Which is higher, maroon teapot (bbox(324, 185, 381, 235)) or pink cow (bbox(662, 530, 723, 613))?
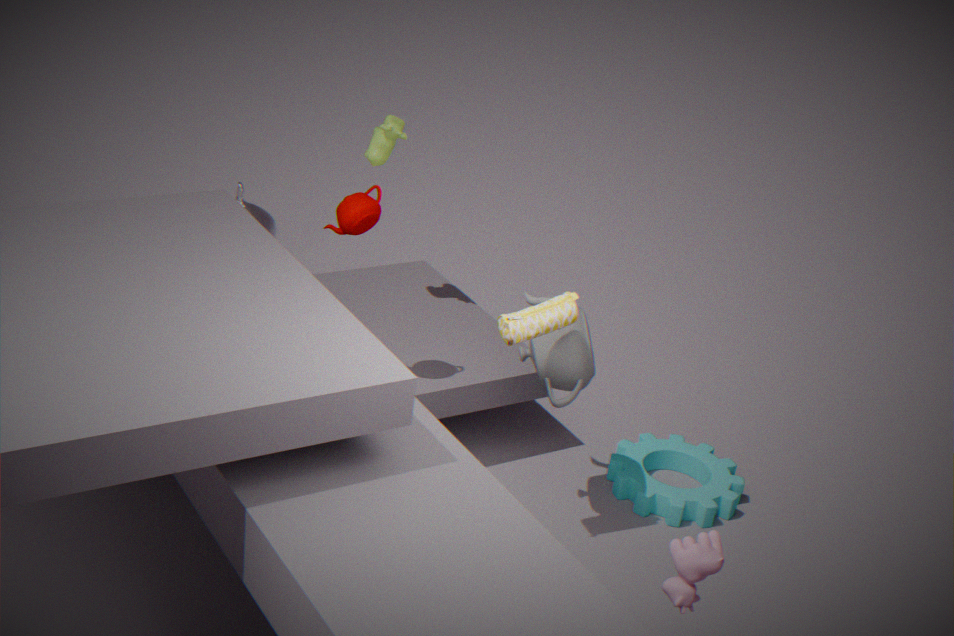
maroon teapot (bbox(324, 185, 381, 235))
